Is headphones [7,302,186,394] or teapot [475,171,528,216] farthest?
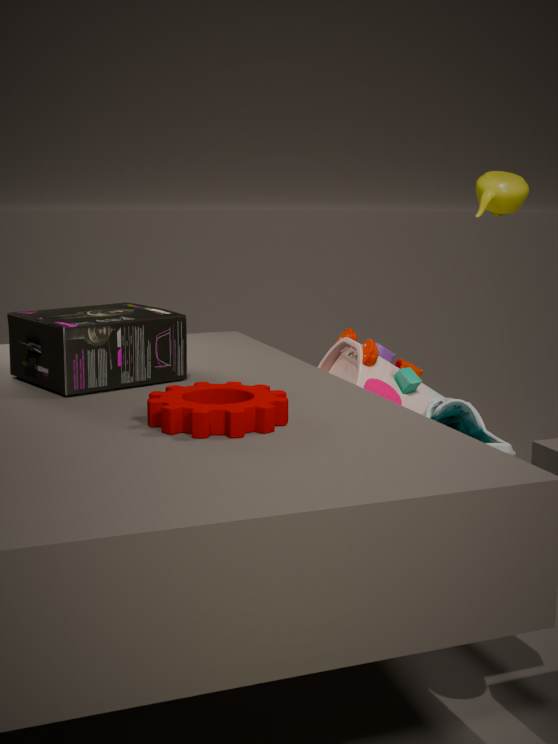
teapot [475,171,528,216]
